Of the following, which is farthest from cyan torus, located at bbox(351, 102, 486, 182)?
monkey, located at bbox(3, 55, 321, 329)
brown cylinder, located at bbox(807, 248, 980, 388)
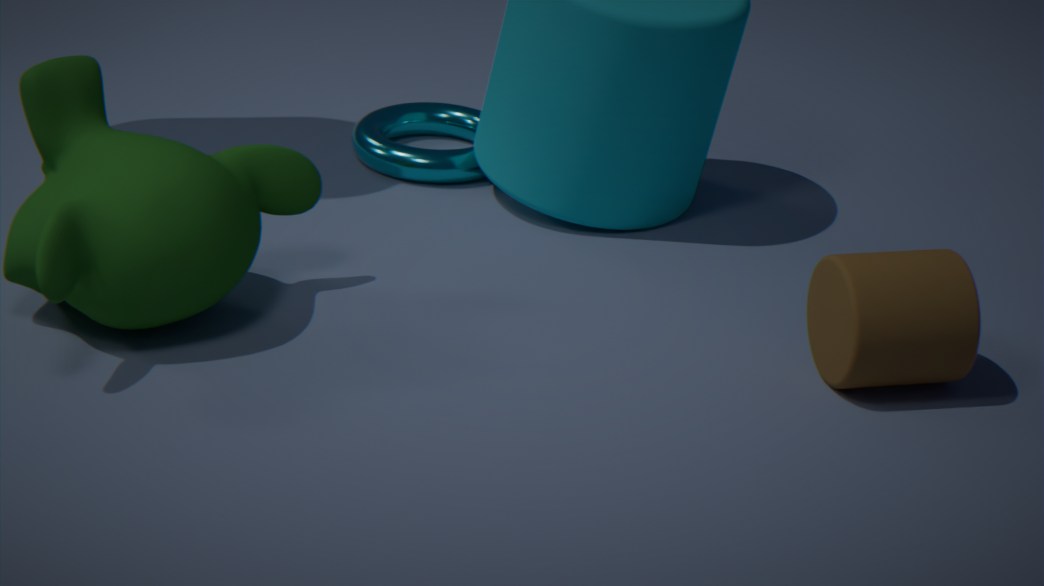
brown cylinder, located at bbox(807, 248, 980, 388)
